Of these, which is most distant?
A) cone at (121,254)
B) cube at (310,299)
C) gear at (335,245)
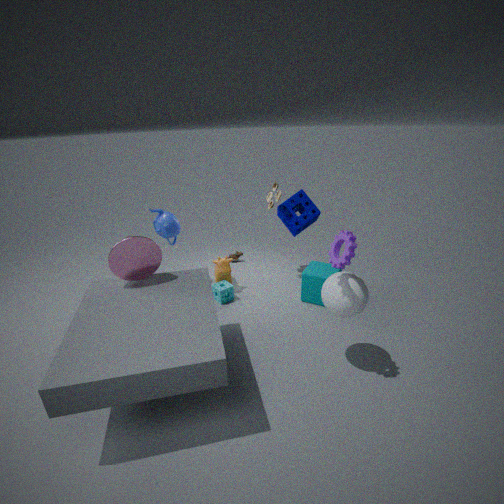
cube at (310,299)
